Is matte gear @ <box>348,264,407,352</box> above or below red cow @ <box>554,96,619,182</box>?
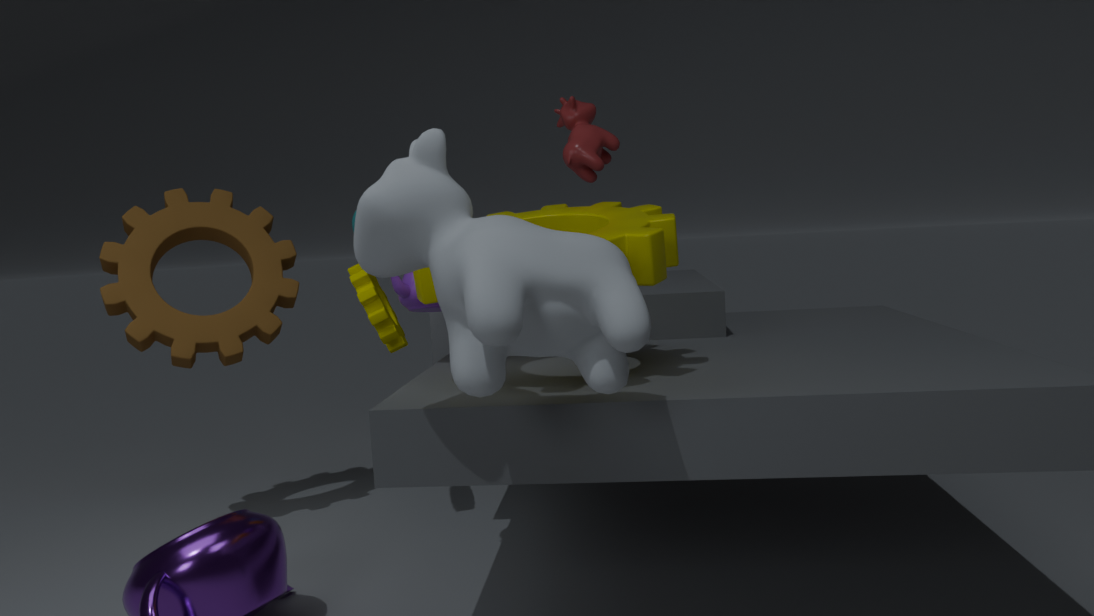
below
